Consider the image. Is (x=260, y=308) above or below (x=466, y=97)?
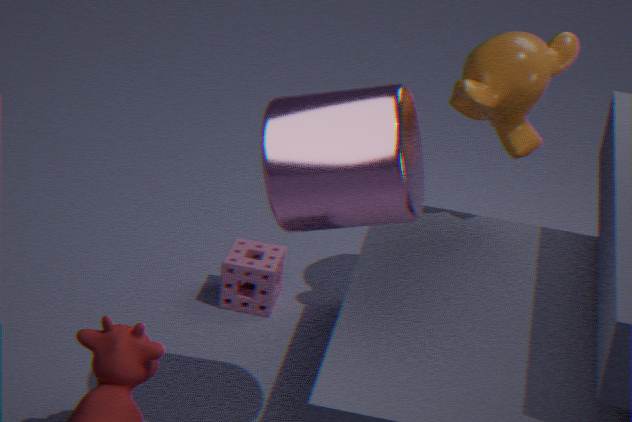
below
